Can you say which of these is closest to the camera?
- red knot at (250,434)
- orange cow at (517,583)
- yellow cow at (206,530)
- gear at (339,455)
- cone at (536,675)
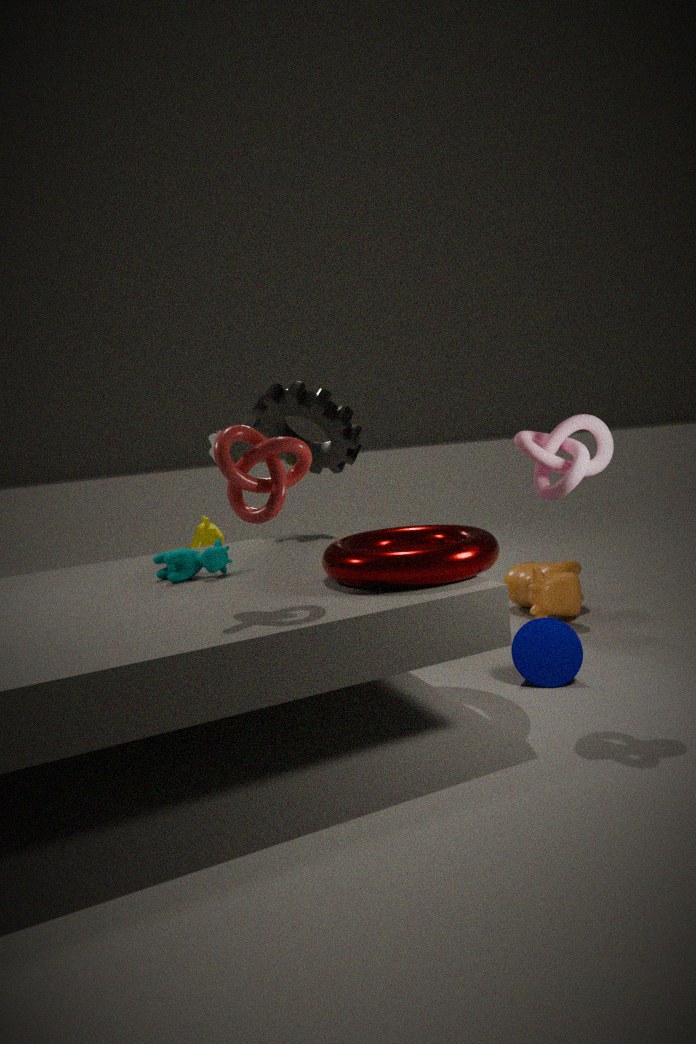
red knot at (250,434)
